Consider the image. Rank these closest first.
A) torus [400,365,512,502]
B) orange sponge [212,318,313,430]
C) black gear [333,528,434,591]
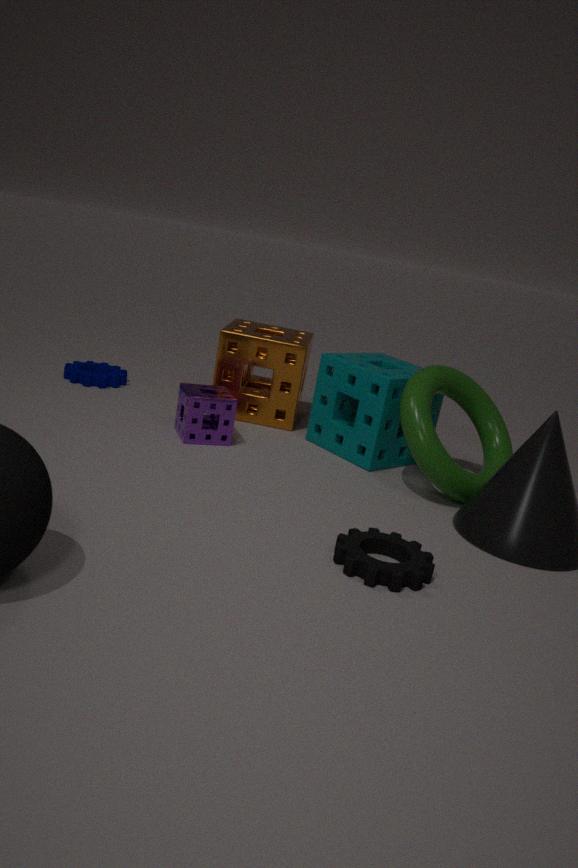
black gear [333,528,434,591] → torus [400,365,512,502] → orange sponge [212,318,313,430]
